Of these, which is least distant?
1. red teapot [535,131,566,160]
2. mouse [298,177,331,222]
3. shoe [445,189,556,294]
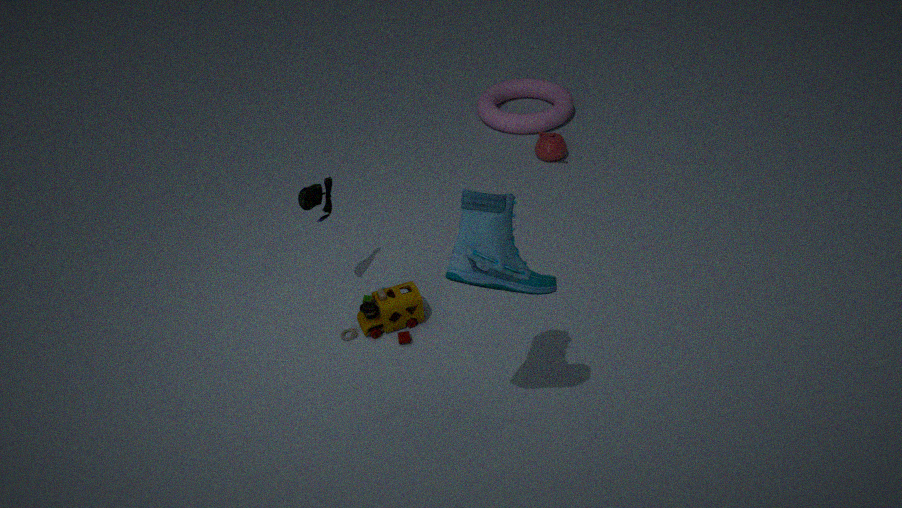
shoe [445,189,556,294]
